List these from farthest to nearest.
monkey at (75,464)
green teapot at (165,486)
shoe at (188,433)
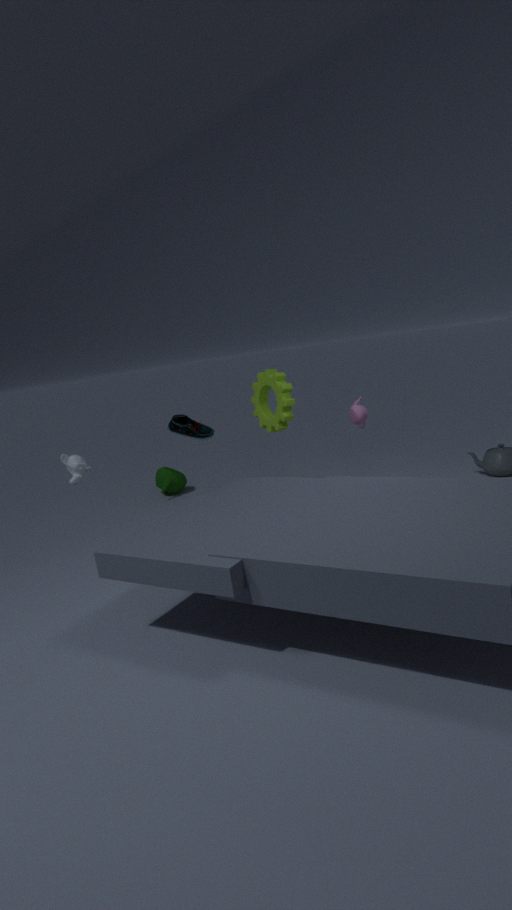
green teapot at (165,486)
shoe at (188,433)
monkey at (75,464)
